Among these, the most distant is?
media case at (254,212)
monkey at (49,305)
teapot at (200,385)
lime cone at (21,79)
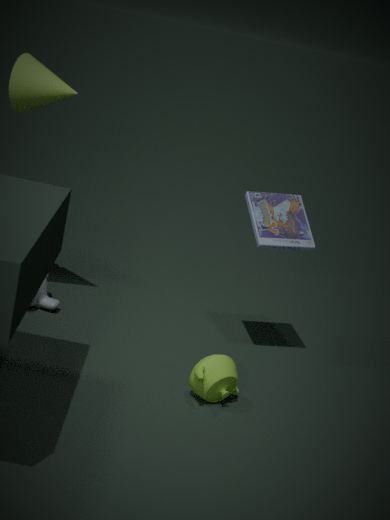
monkey at (49,305)
